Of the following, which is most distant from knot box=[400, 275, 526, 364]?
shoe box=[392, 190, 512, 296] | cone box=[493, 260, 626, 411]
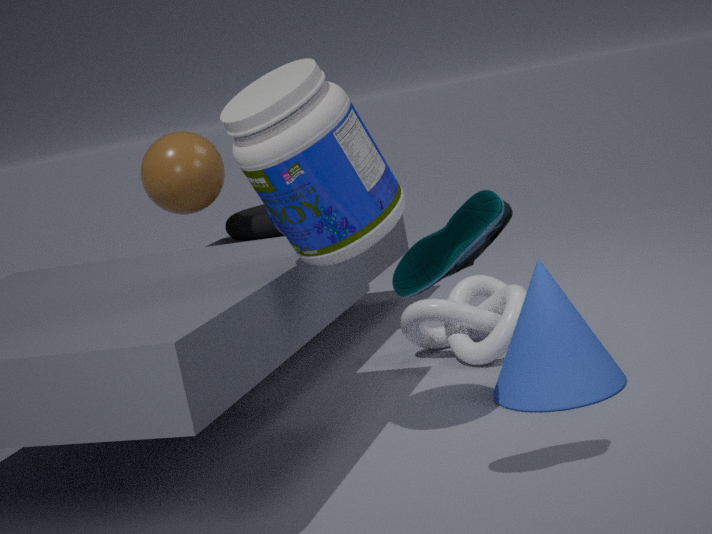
shoe box=[392, 190, 512, 296]
